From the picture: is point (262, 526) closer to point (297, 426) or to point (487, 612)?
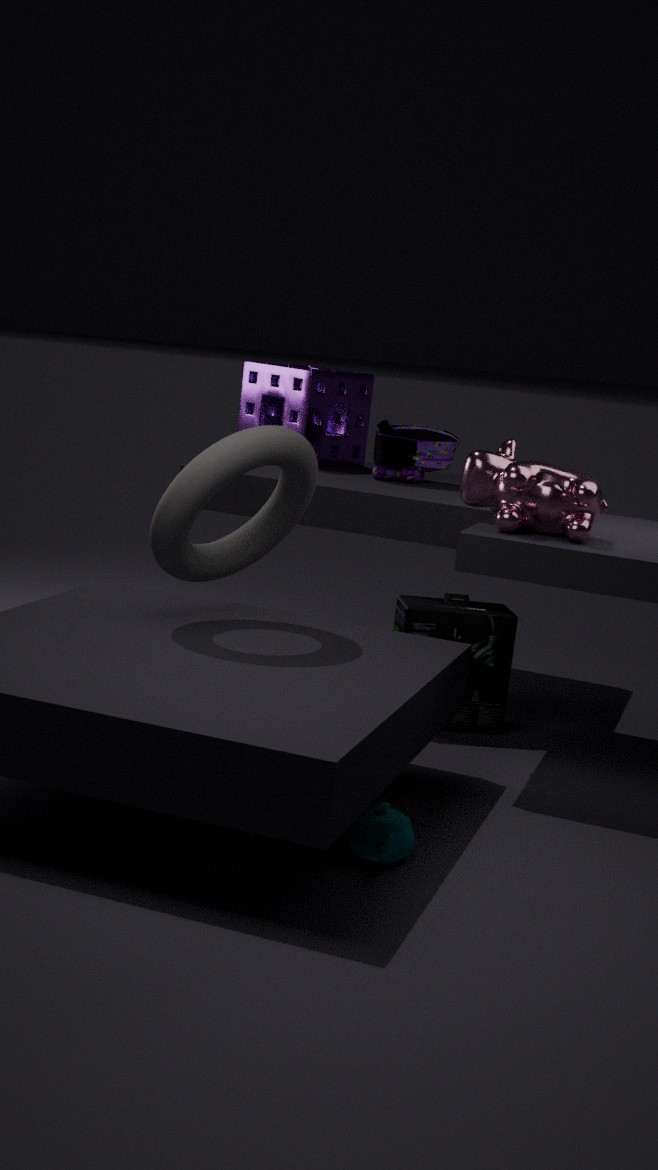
point (487, 612)
